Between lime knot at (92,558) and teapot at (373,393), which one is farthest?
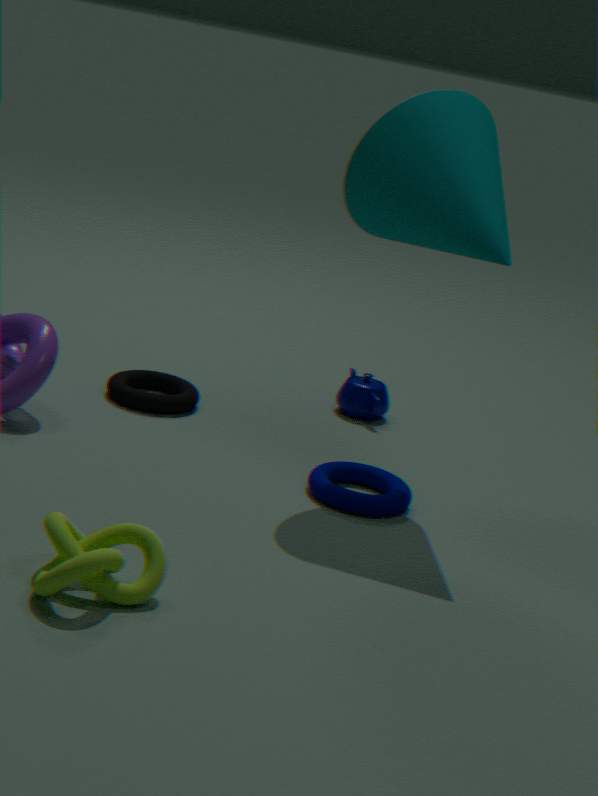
teapot at (373,393)
